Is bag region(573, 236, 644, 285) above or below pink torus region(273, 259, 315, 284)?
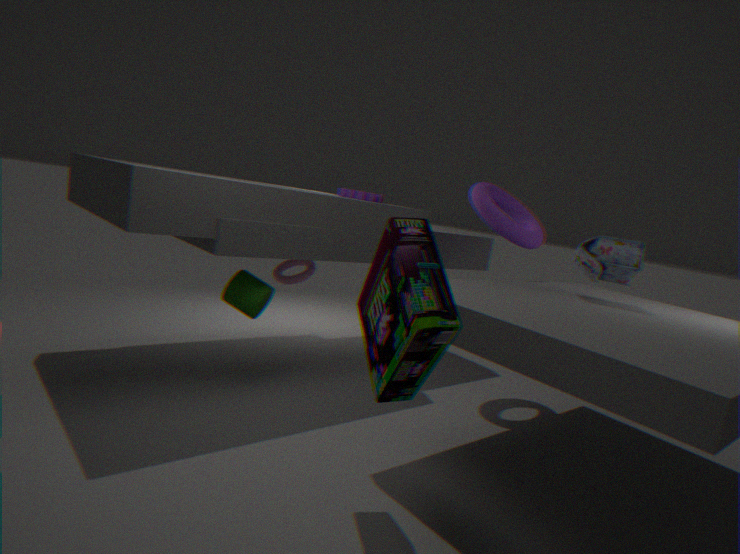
above
